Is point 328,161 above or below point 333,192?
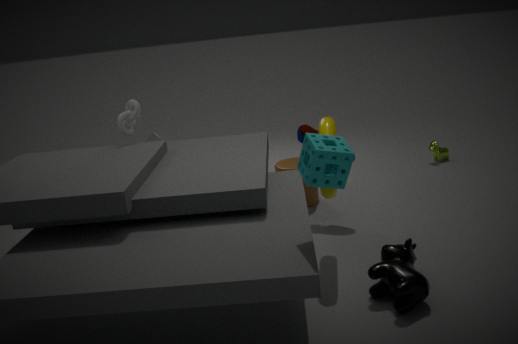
above
